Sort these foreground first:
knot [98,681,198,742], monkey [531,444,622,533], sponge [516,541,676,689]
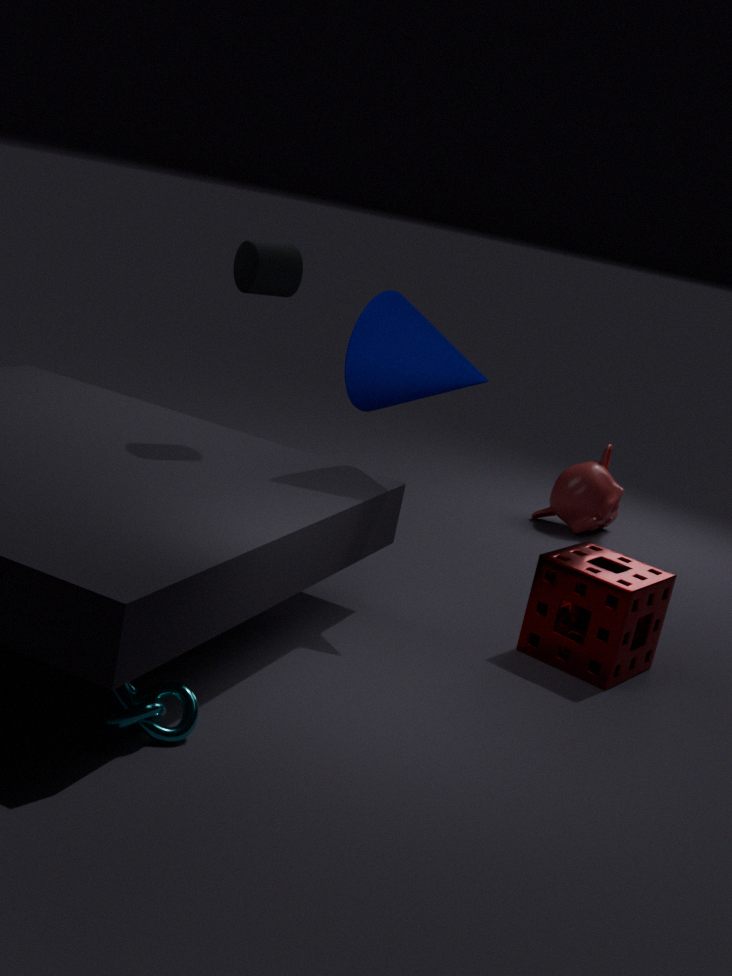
knot [98,681,198,742]
sponge [516,541,676,689]
monkey [531,444,622,533]
